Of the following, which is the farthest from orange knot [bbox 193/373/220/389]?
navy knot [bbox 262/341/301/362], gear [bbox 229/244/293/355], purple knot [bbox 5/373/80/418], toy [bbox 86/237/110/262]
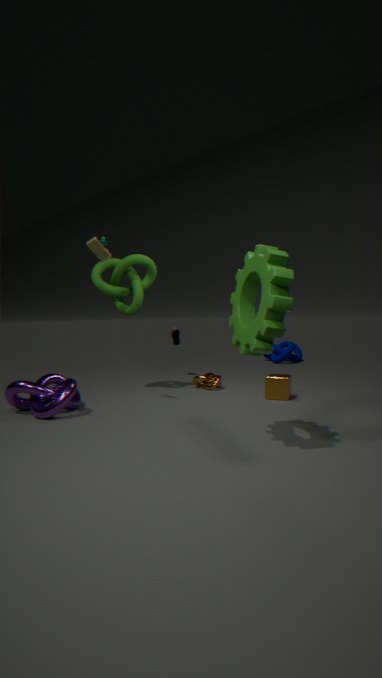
navy knot [bbox 262/341/301/362]
